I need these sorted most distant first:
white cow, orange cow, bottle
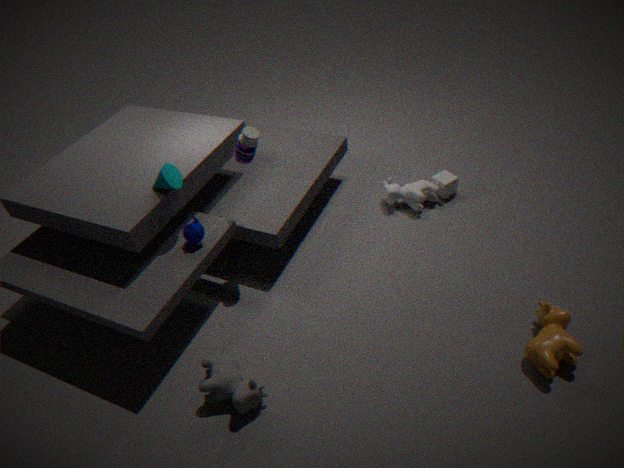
white cow
bottle
orange cow
